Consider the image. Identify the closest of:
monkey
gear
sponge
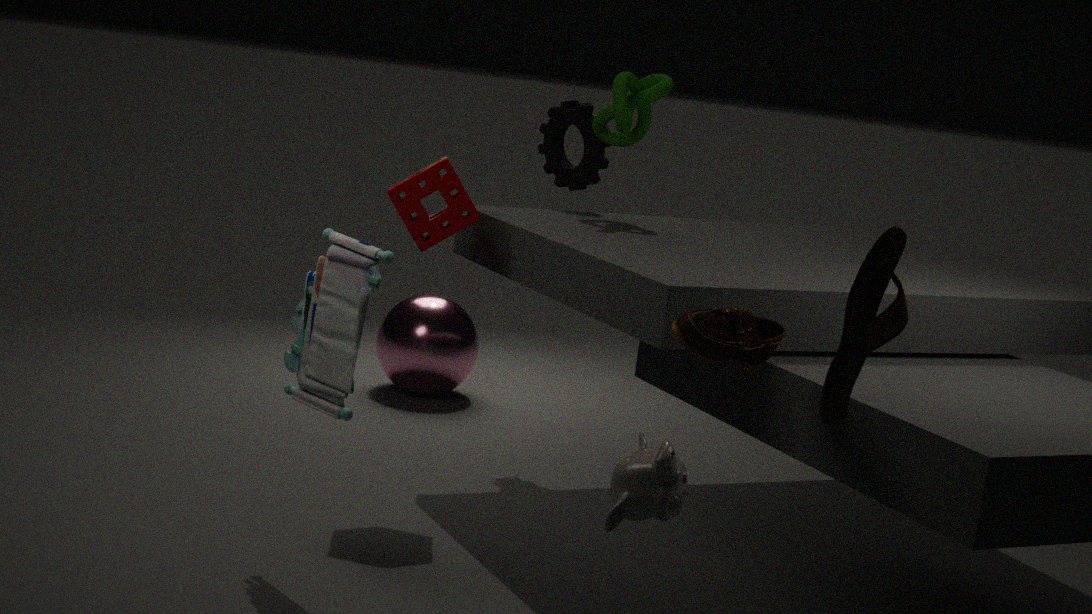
monkey
